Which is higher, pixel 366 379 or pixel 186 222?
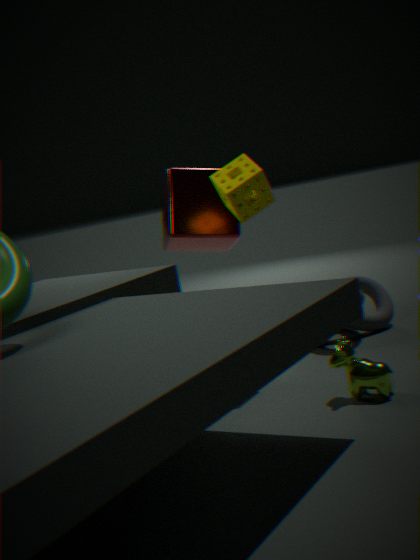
pixel 186 222
